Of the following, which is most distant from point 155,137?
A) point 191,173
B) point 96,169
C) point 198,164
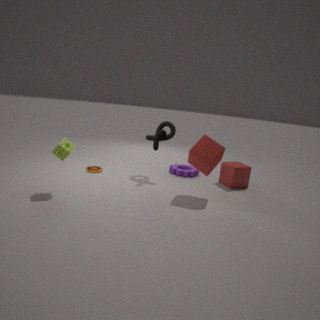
point 96,169
